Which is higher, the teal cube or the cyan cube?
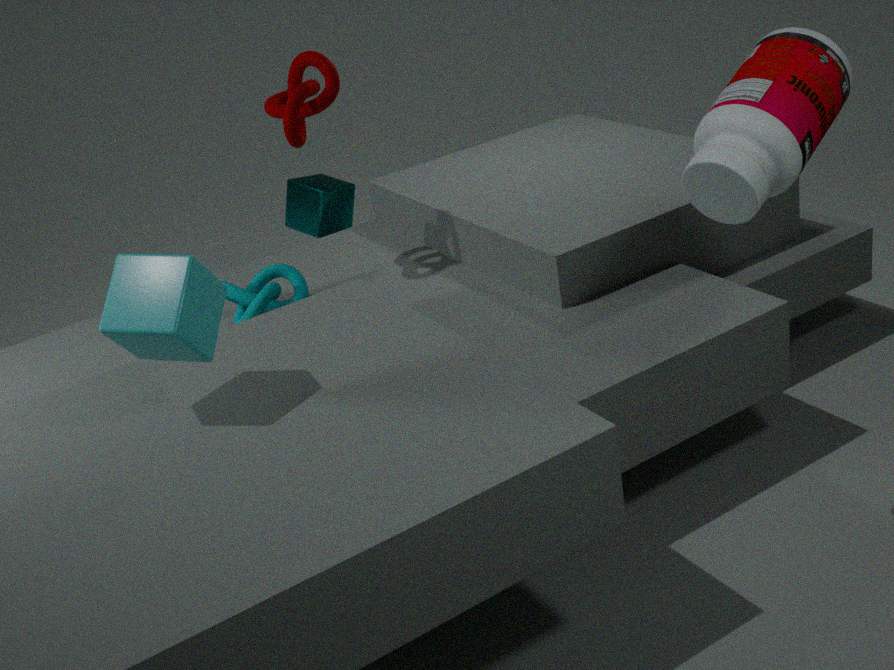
the cyan cube
